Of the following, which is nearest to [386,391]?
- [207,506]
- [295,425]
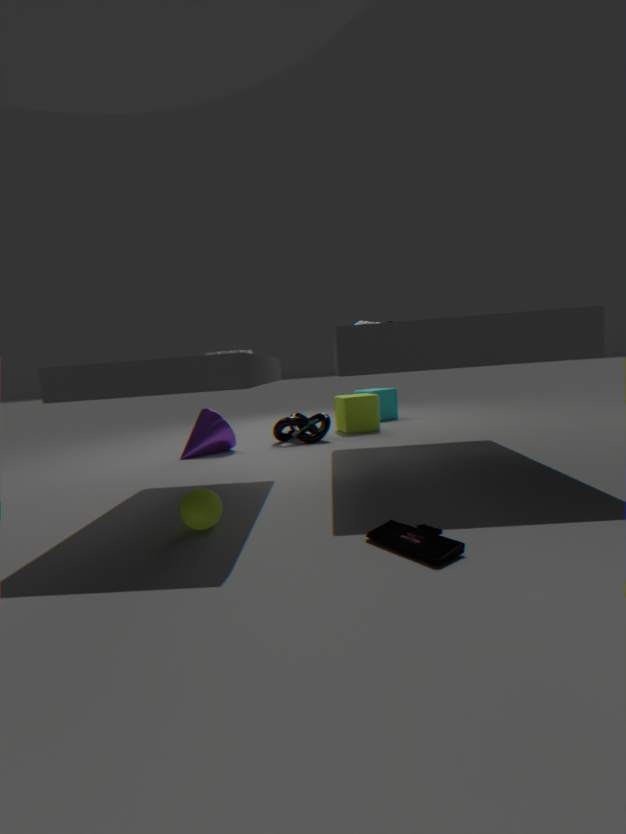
[295,425]
